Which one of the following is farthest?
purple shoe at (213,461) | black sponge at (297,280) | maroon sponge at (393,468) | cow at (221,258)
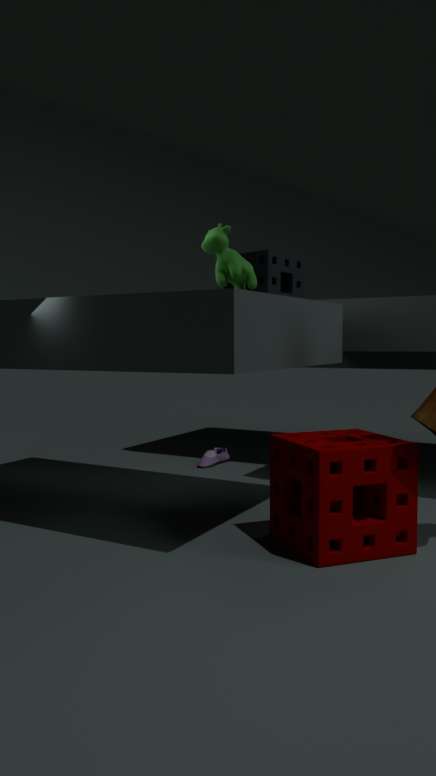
black sponge at (297,280)
